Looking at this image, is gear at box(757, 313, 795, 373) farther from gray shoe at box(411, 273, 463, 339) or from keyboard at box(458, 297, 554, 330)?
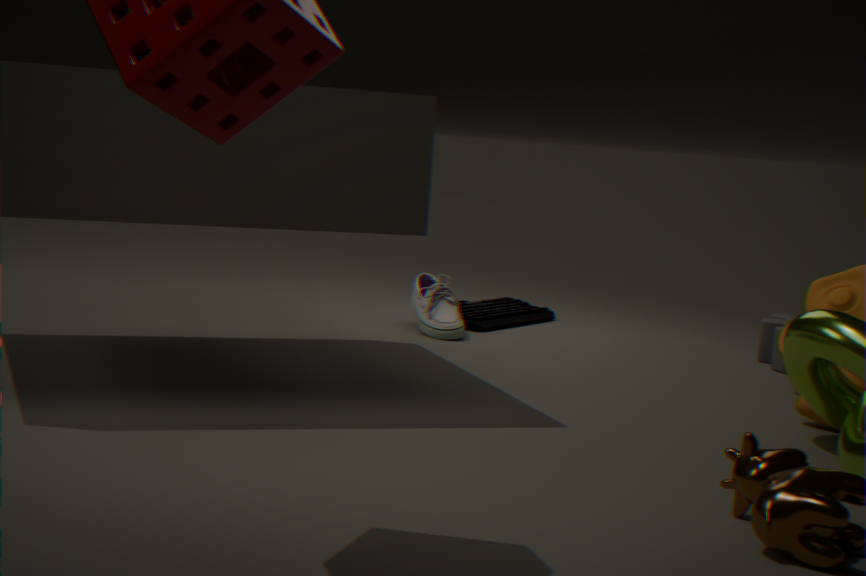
gray shoe at box(411, 273, 463, 339)
